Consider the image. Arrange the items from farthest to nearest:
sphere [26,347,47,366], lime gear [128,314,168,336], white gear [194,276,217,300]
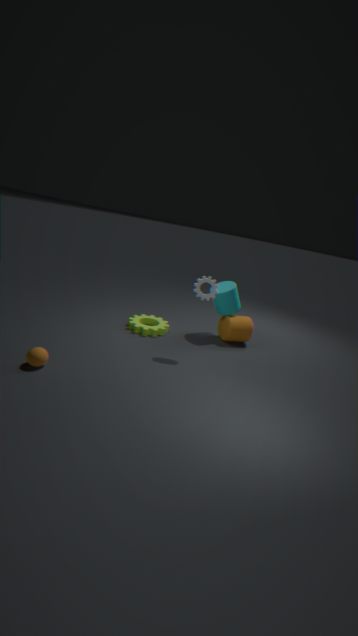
1. lime gear [128,314,168,336]
2. white gear [194,276,217,300]
3. sphere [26,347,47,366]
